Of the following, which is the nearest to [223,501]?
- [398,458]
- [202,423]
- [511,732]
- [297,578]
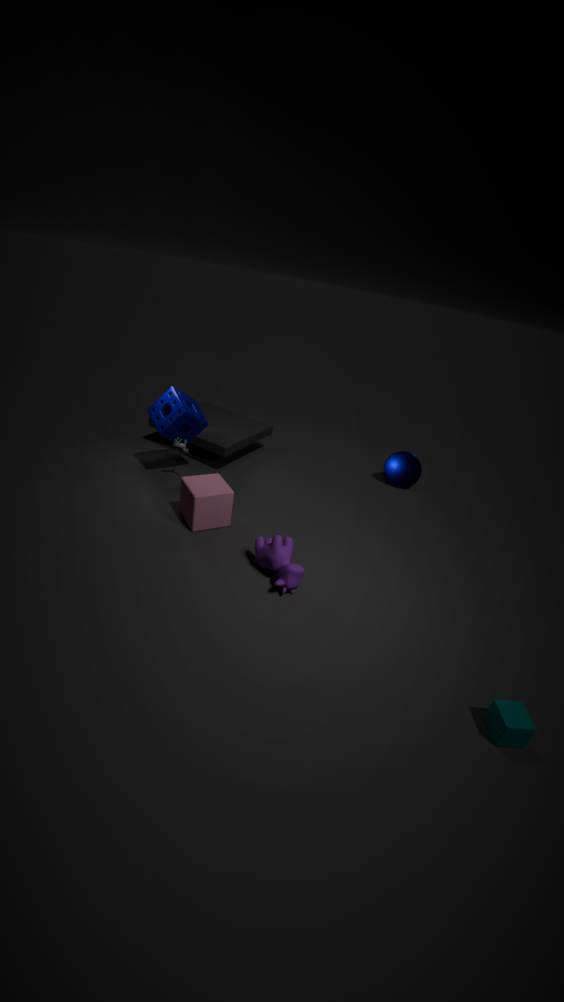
[297,578]
